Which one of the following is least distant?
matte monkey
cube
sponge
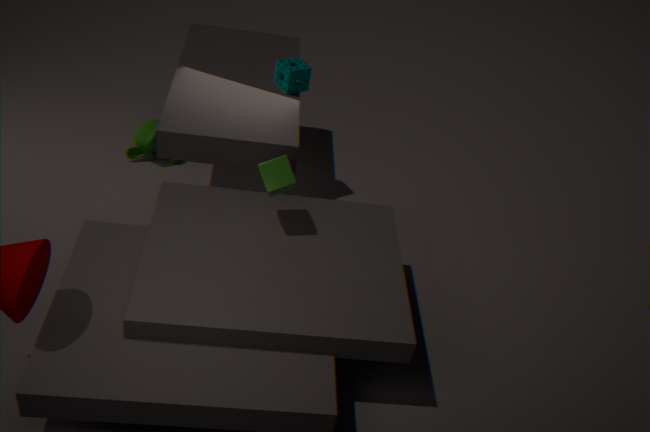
cube
